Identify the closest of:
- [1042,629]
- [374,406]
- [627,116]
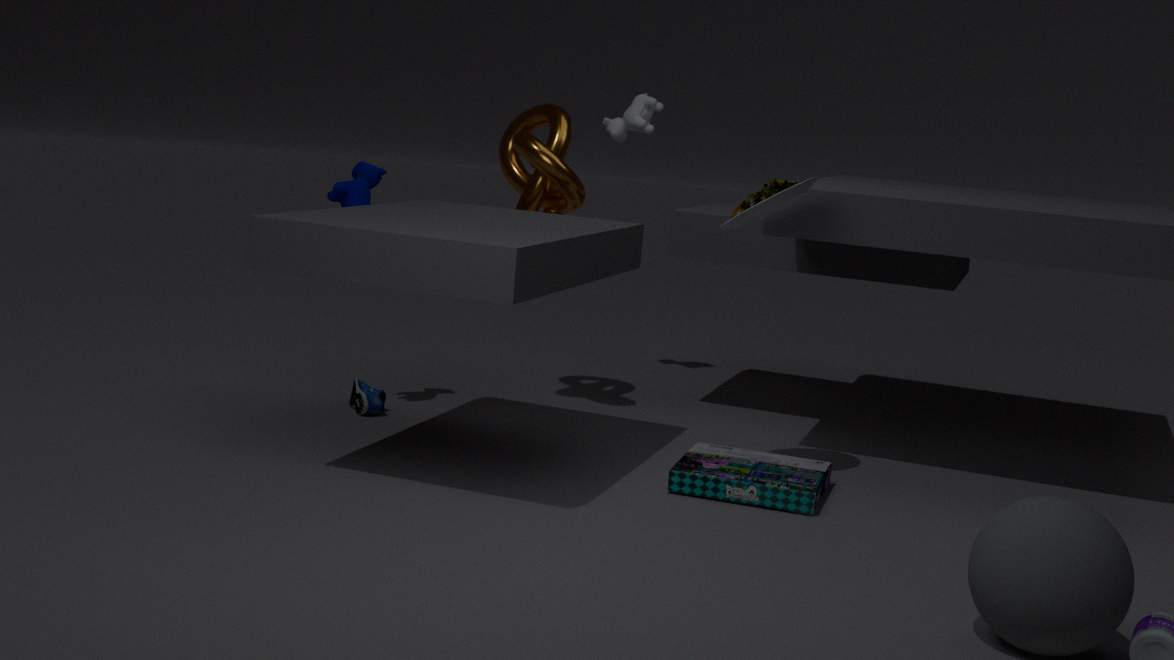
[1042,629]
